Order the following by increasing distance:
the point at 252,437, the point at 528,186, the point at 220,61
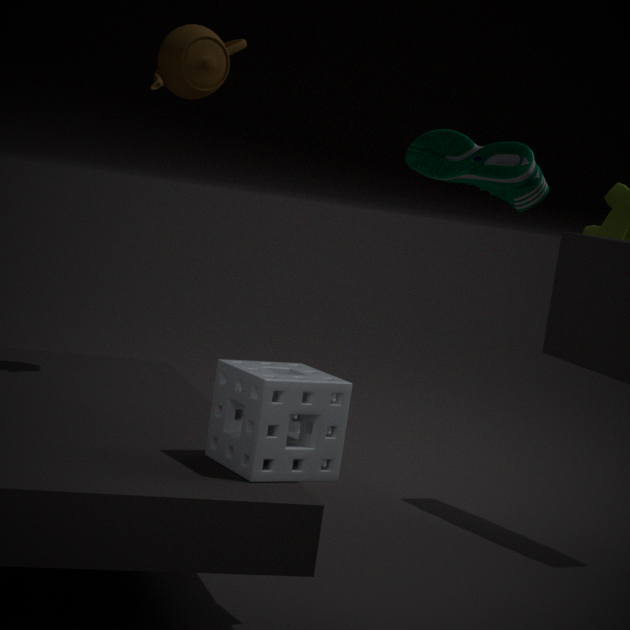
the point at 252,437
the point at 528,186
the point at 220,61
